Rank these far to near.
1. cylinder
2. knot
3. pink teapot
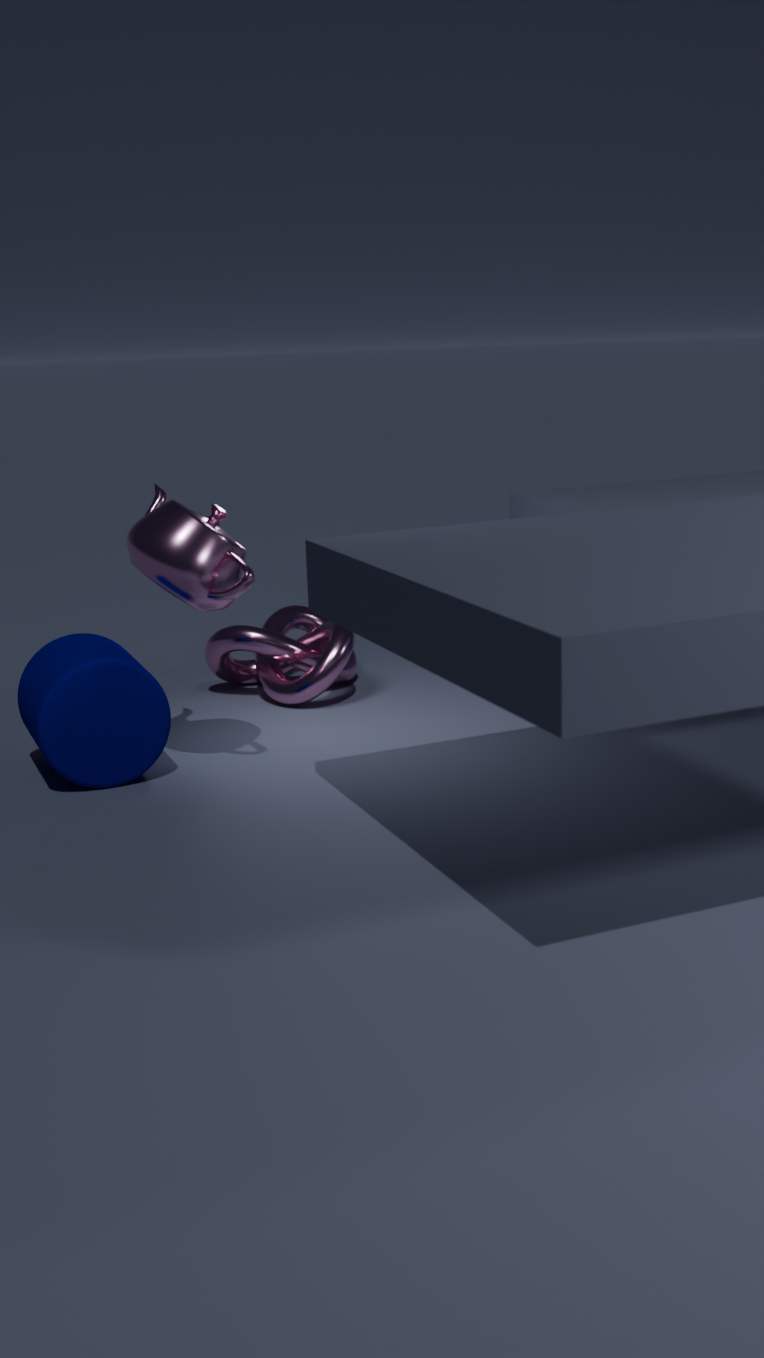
knot, cylinder, pink teapot
